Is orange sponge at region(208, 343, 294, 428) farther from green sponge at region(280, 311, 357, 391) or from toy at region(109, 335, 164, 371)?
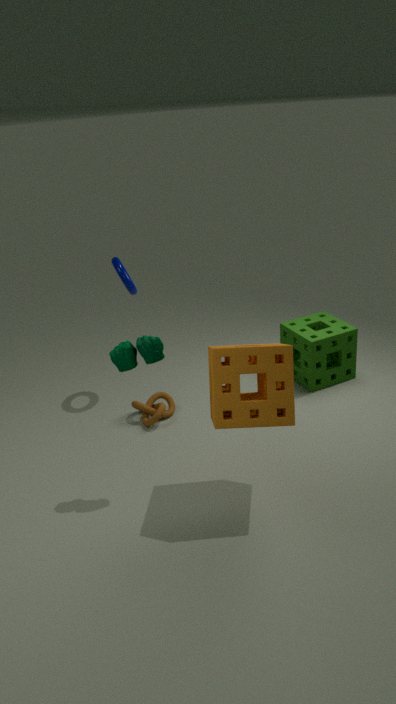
green sponge at region(280, 311, 357, 391)
